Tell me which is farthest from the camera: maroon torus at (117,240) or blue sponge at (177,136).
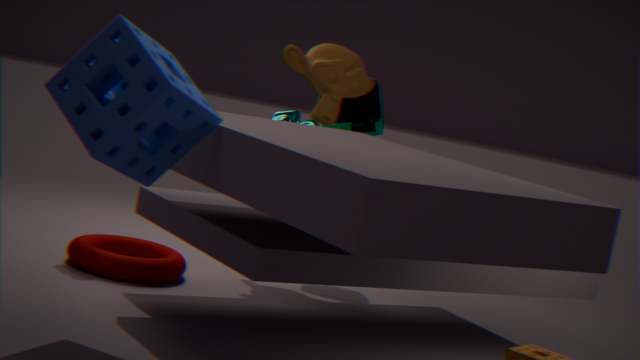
maroon torus at (117,240)
